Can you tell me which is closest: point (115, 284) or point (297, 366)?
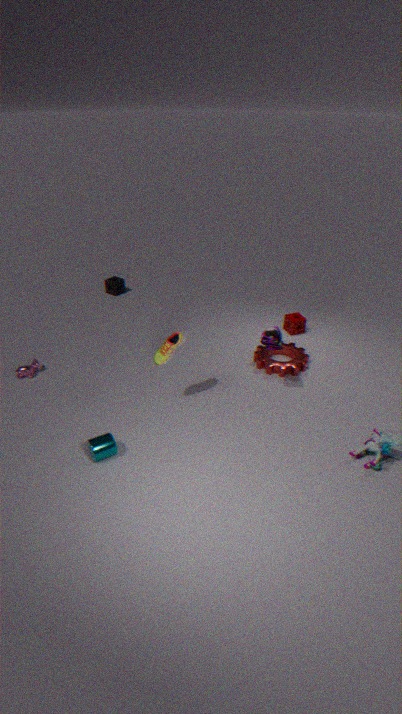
point (297, 366)
